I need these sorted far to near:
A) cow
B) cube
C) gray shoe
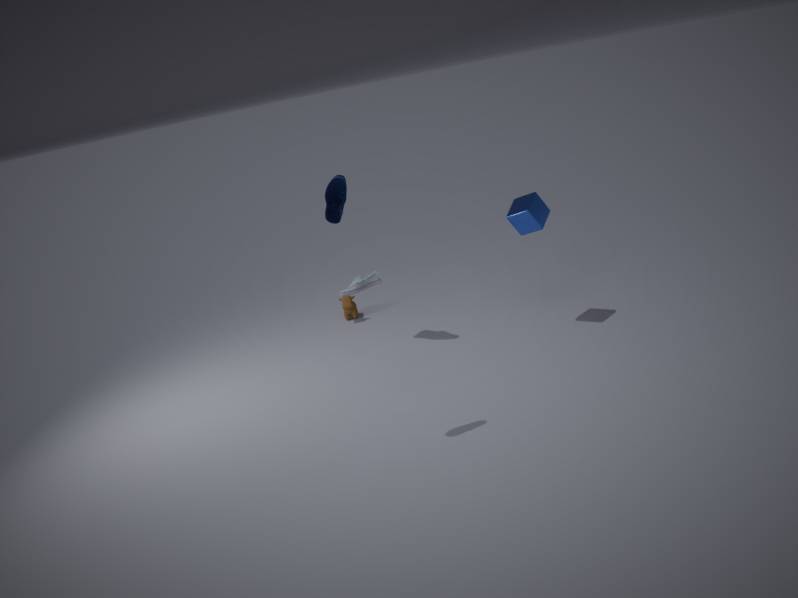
cow < cube < gray shoe
